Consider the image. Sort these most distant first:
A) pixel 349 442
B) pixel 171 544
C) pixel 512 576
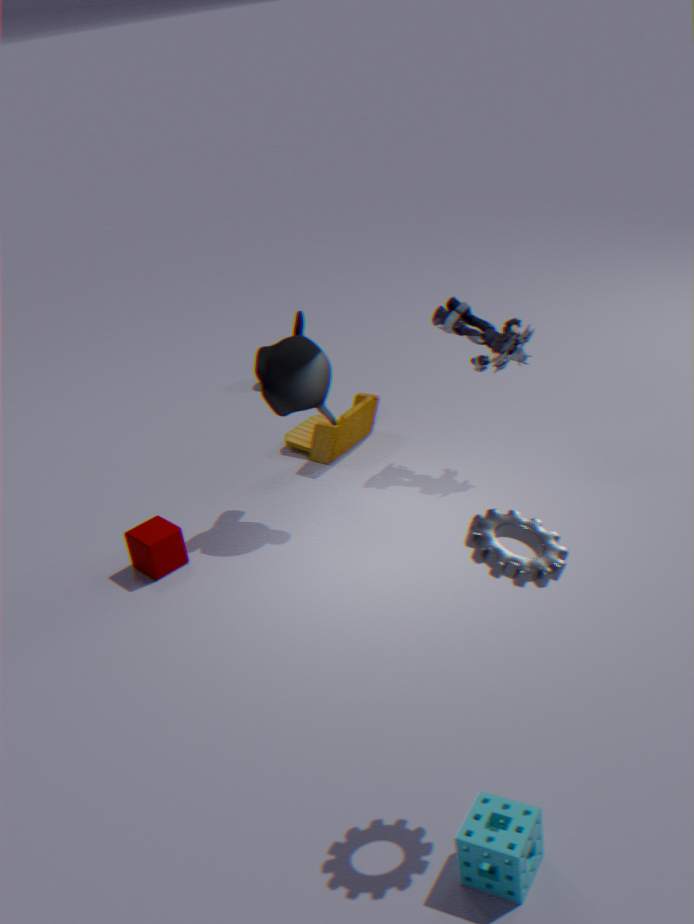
pixel 349 442 < pixel 171 544 < pixel 512 576
